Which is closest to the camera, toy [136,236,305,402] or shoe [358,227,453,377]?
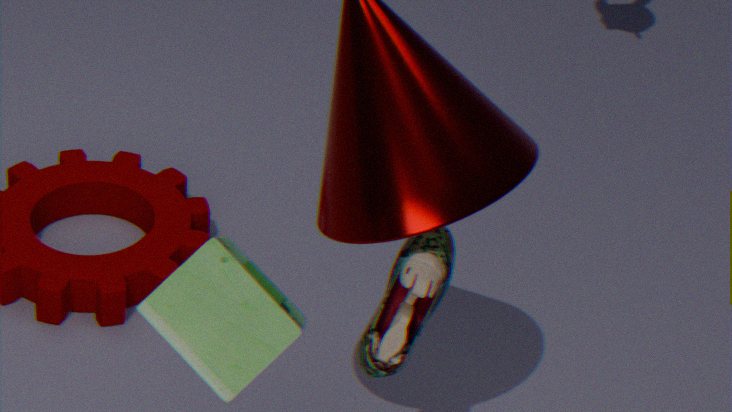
toy [136,236,305,402]
